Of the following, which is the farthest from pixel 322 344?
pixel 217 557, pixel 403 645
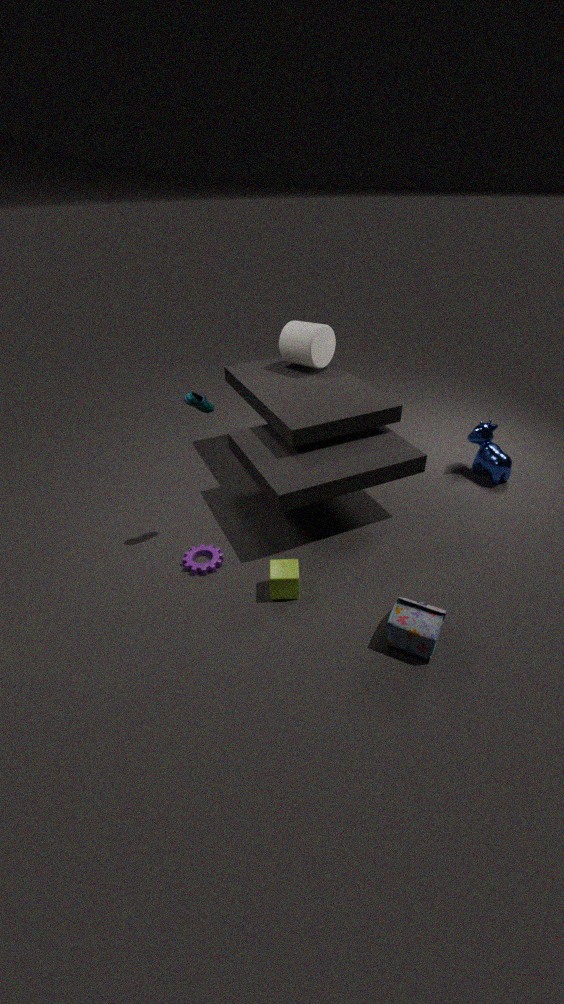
pixel 403 645
